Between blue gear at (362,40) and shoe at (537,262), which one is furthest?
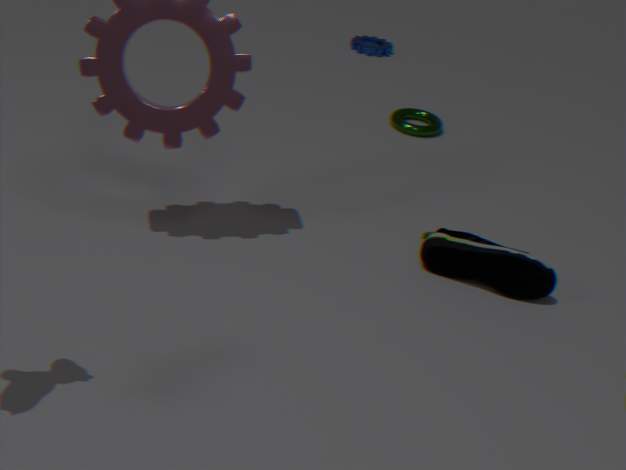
blue gear at (362,40)
